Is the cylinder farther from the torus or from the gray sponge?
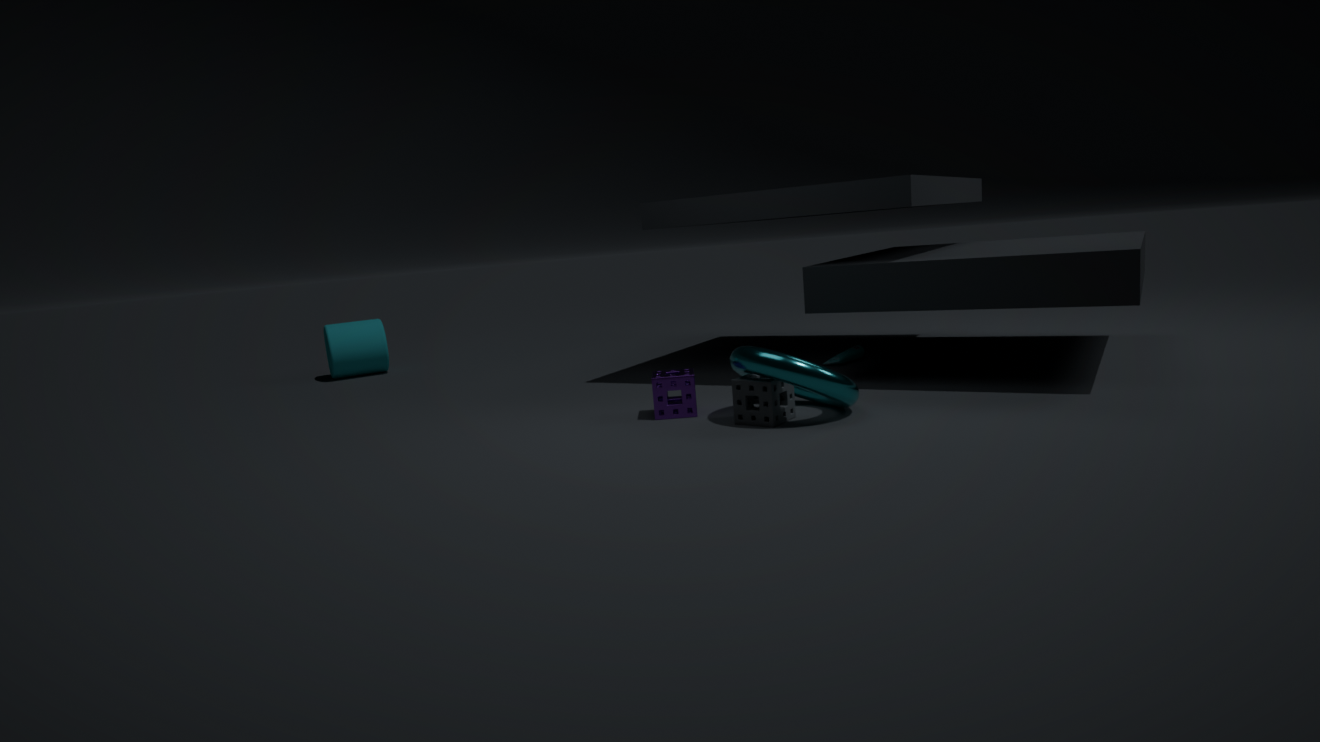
the gray sponge
